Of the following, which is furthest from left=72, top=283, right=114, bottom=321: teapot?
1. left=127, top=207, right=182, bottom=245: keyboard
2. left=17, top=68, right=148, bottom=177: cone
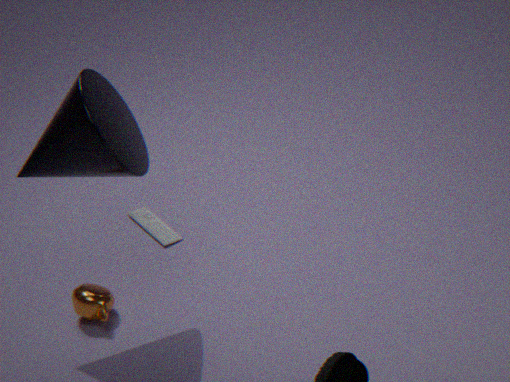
left=17, top=68, right=148, bottom=177: cone
